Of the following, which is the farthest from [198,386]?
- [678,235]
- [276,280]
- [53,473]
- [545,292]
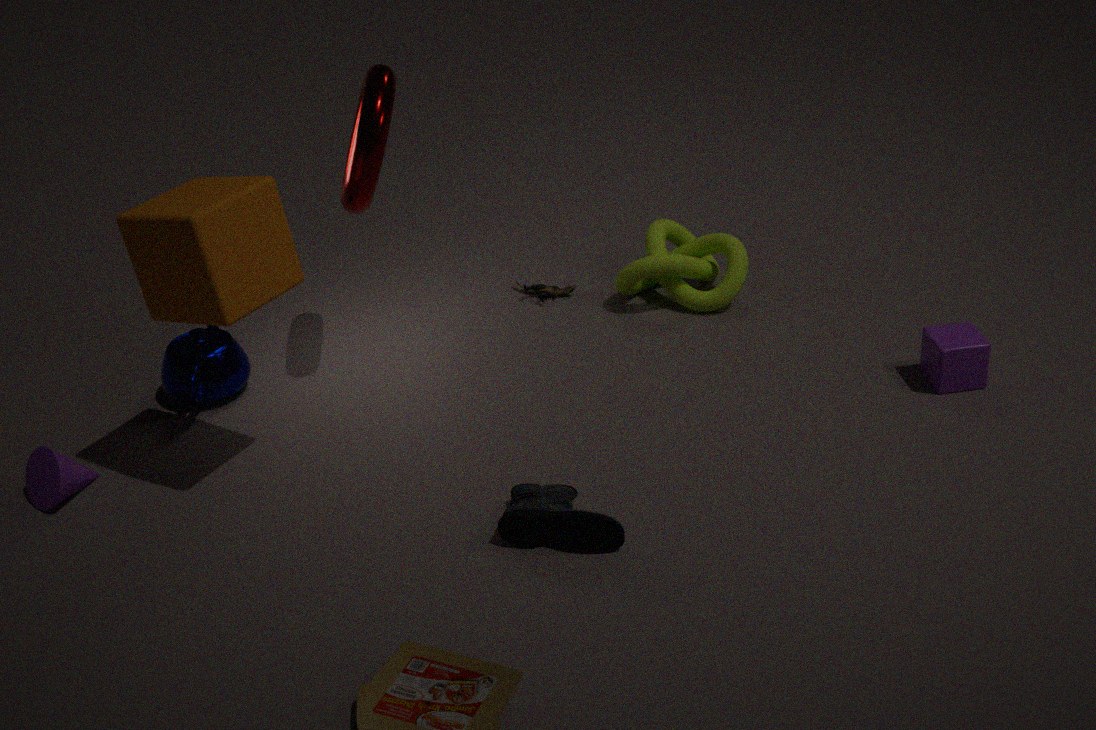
[678,235]
